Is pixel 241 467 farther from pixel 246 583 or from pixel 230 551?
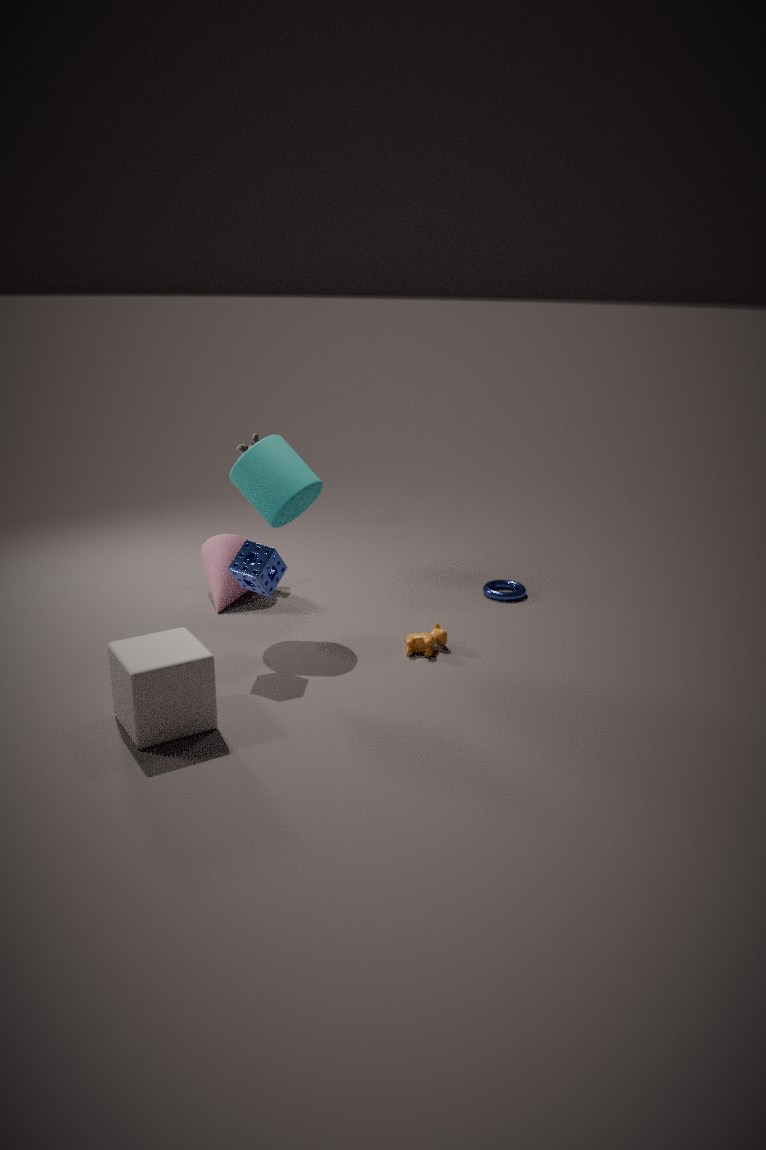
pixel 230 551
